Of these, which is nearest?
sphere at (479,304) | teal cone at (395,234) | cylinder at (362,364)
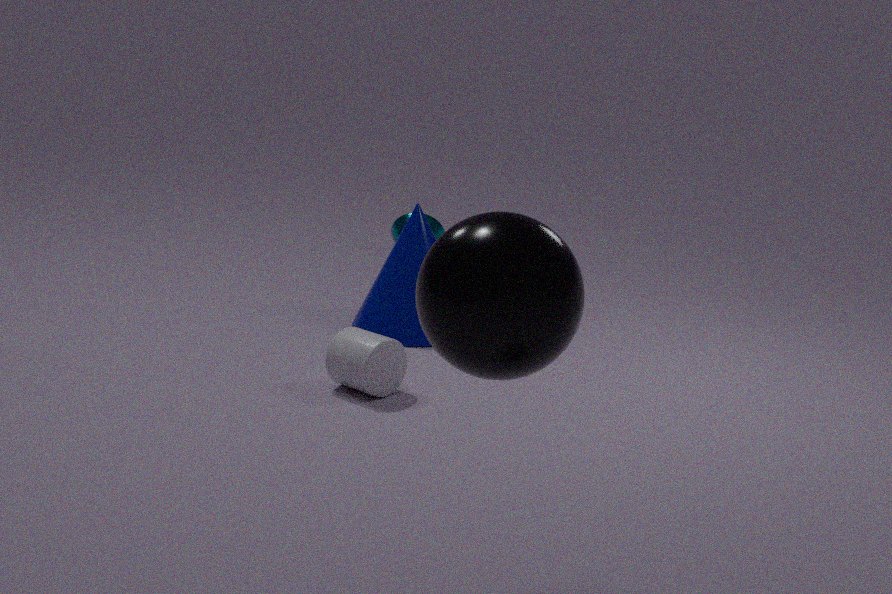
sphere at (479,304)
